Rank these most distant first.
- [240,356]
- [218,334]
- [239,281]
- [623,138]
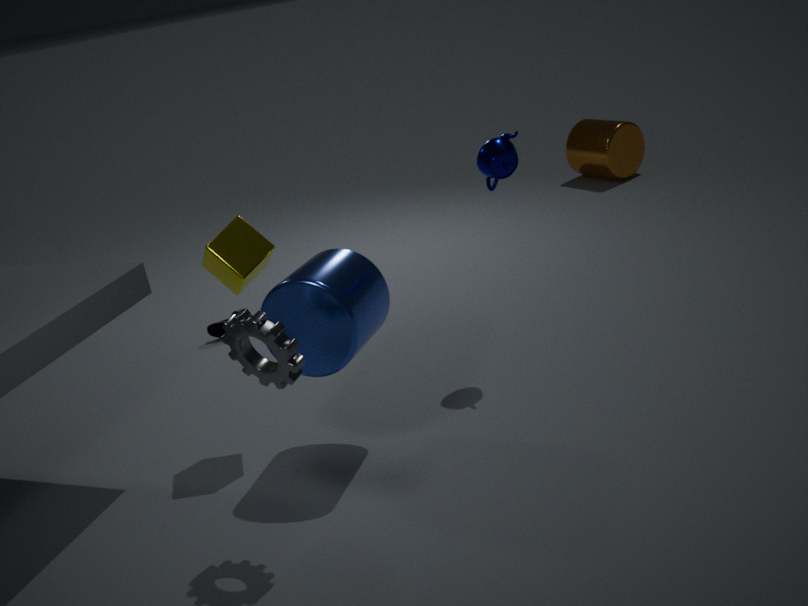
1. [623,138]
2. [218,334]
3. [239,281]
4. [240,356]
